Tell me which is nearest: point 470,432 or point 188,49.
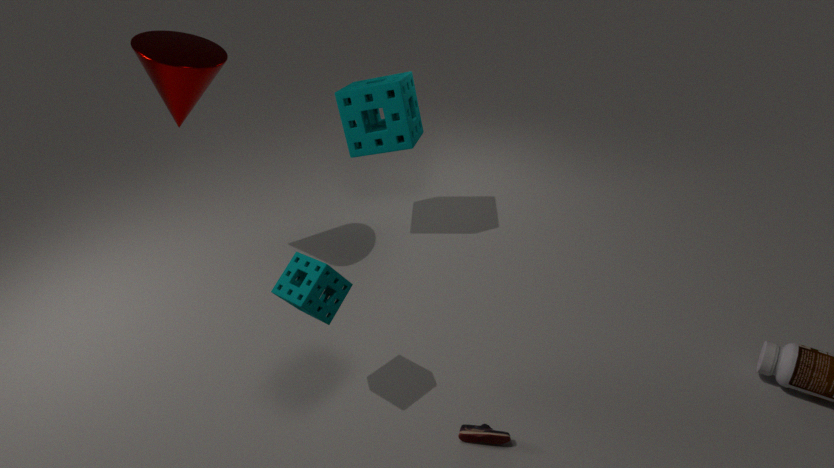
point 470,432
